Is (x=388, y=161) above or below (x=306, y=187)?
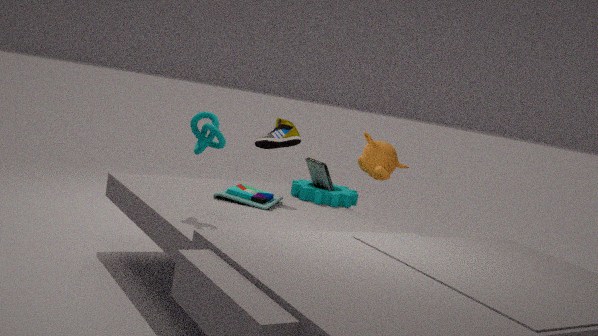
above
